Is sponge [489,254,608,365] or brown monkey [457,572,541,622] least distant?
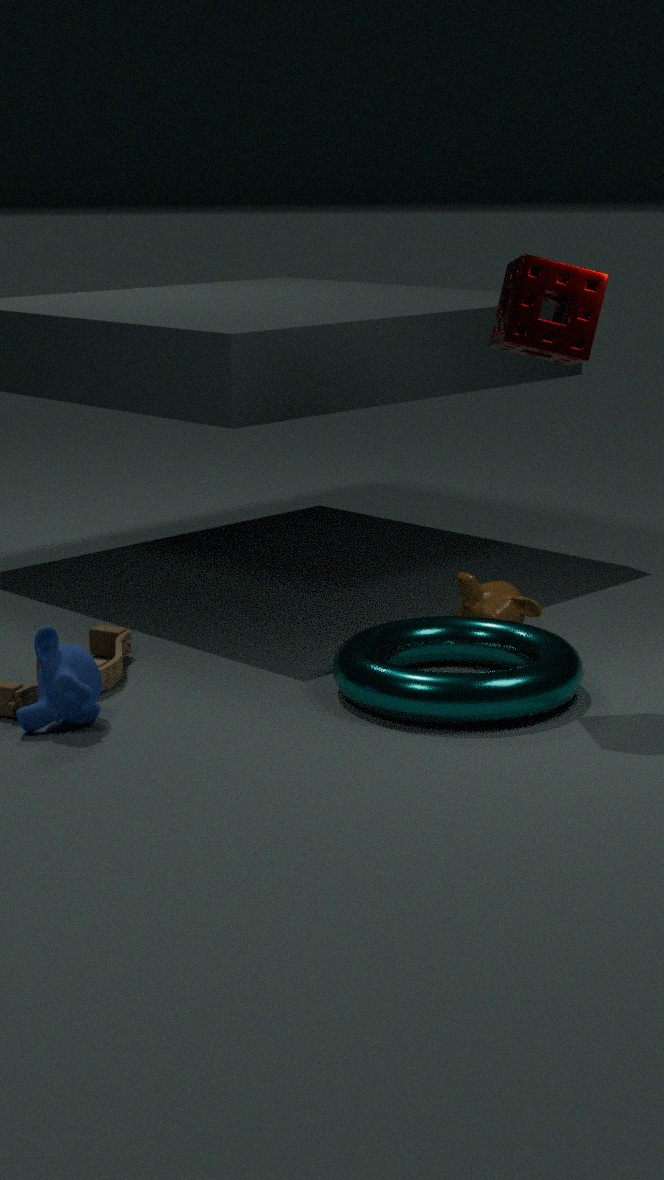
sponge [489,254,608,365]
